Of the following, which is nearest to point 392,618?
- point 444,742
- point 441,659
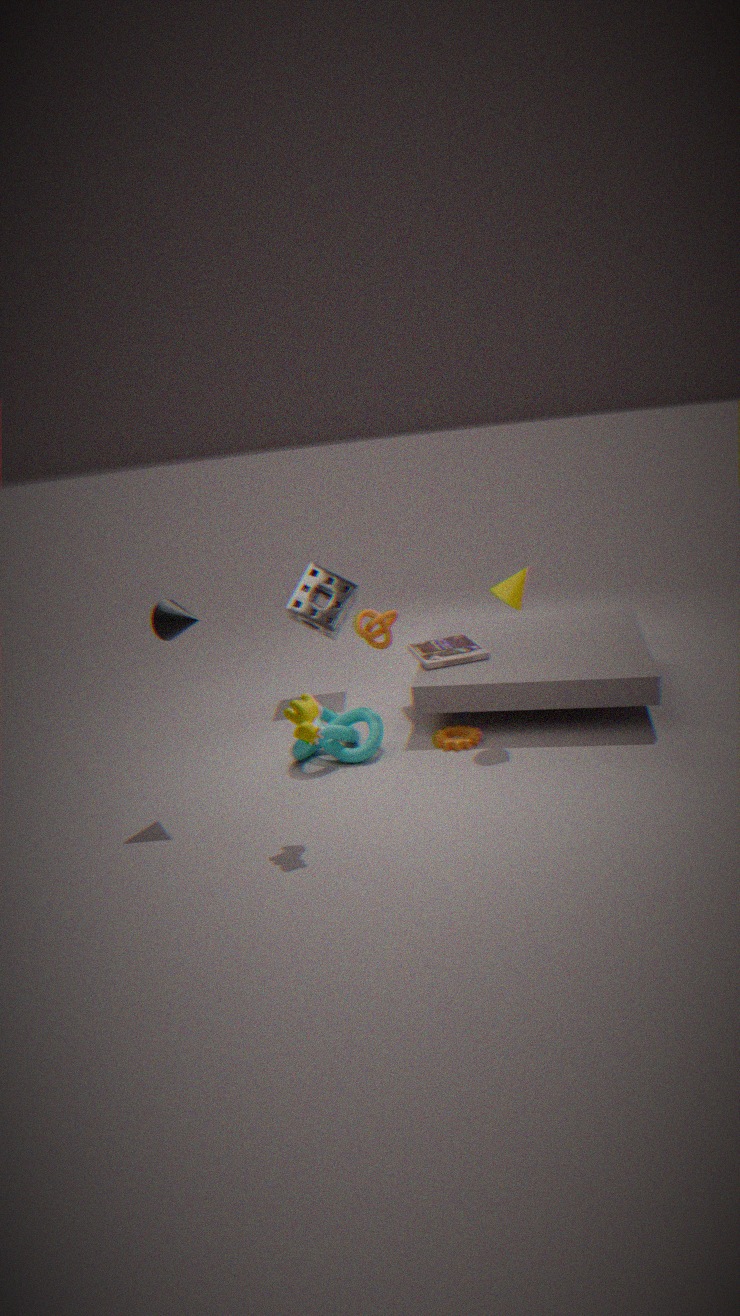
point 441,659
